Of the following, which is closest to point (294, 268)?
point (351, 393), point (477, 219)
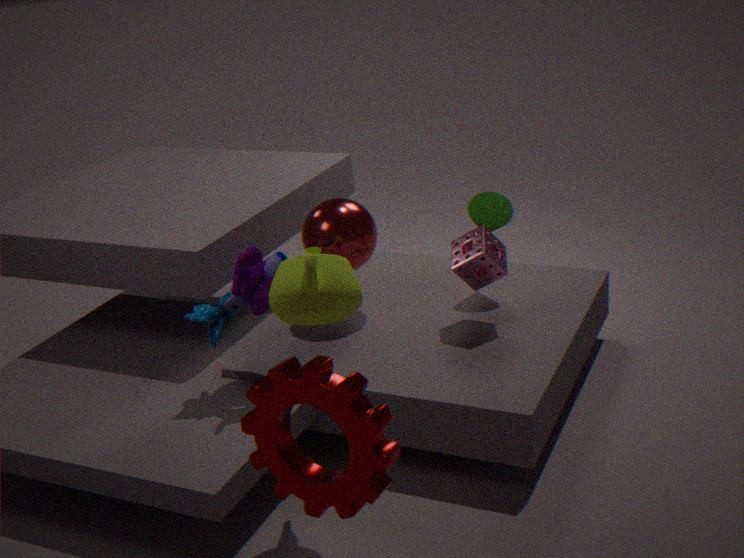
point (351, 393)
